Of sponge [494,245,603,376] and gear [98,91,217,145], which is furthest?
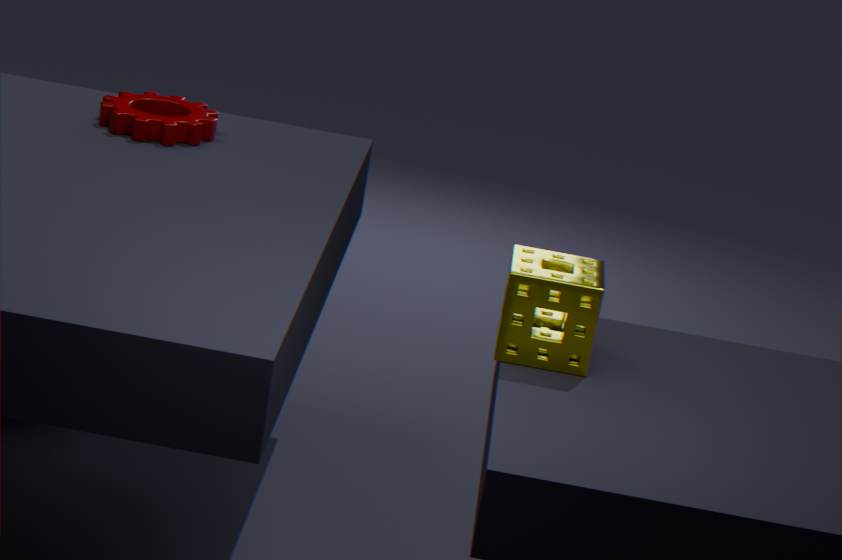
gear [98,91,217,145]
